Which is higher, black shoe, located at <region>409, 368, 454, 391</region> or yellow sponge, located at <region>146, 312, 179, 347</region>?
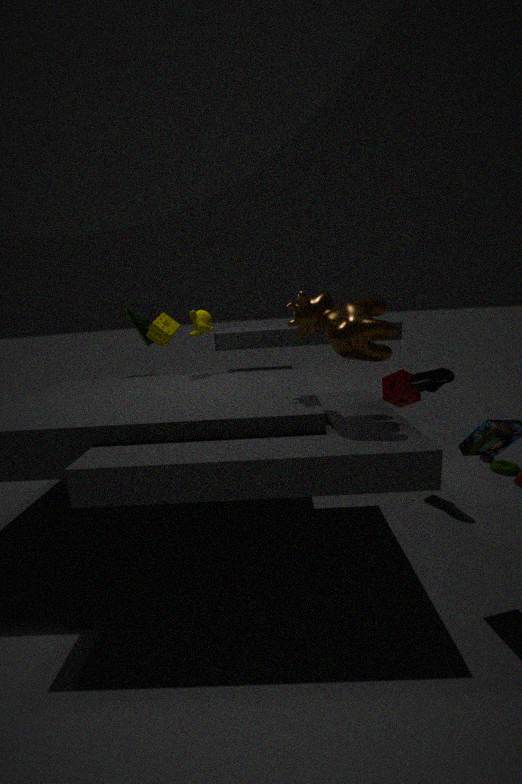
yellow sponge, located at <region>146, 312, 179, 347</region>
